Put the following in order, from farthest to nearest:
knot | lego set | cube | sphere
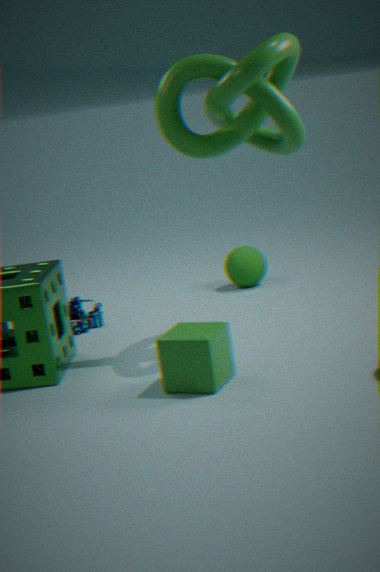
sphere → lego set → knot → cube
